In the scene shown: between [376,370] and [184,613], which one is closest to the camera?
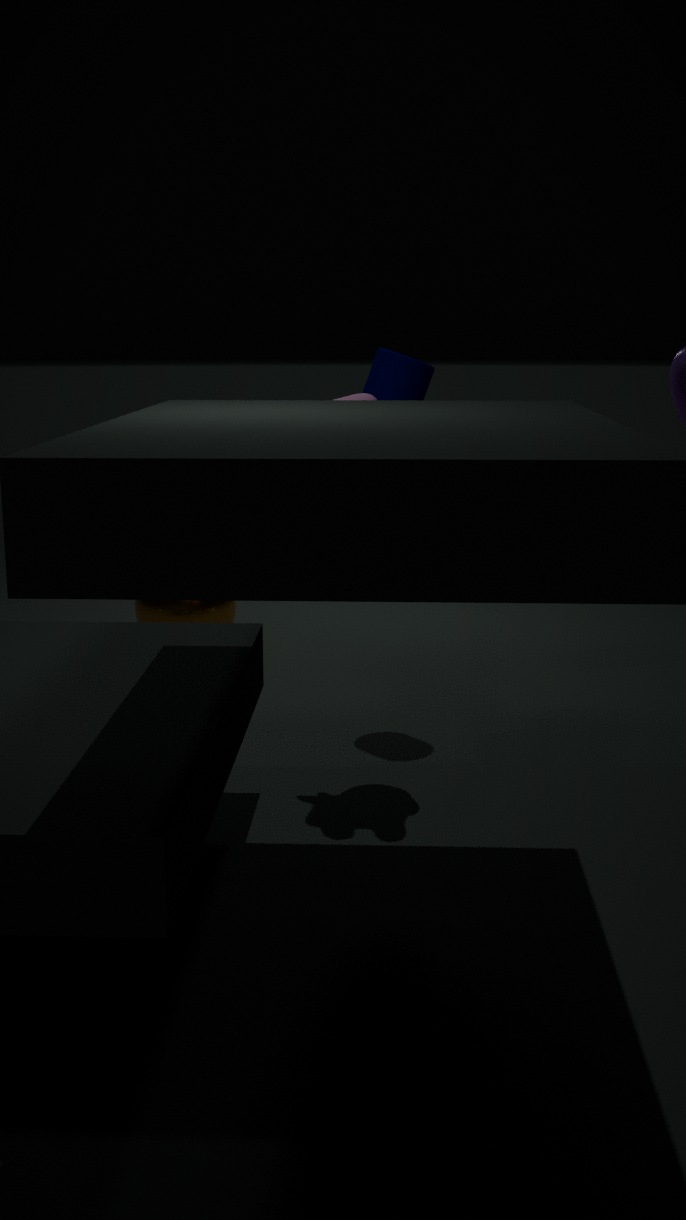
[376,370]
